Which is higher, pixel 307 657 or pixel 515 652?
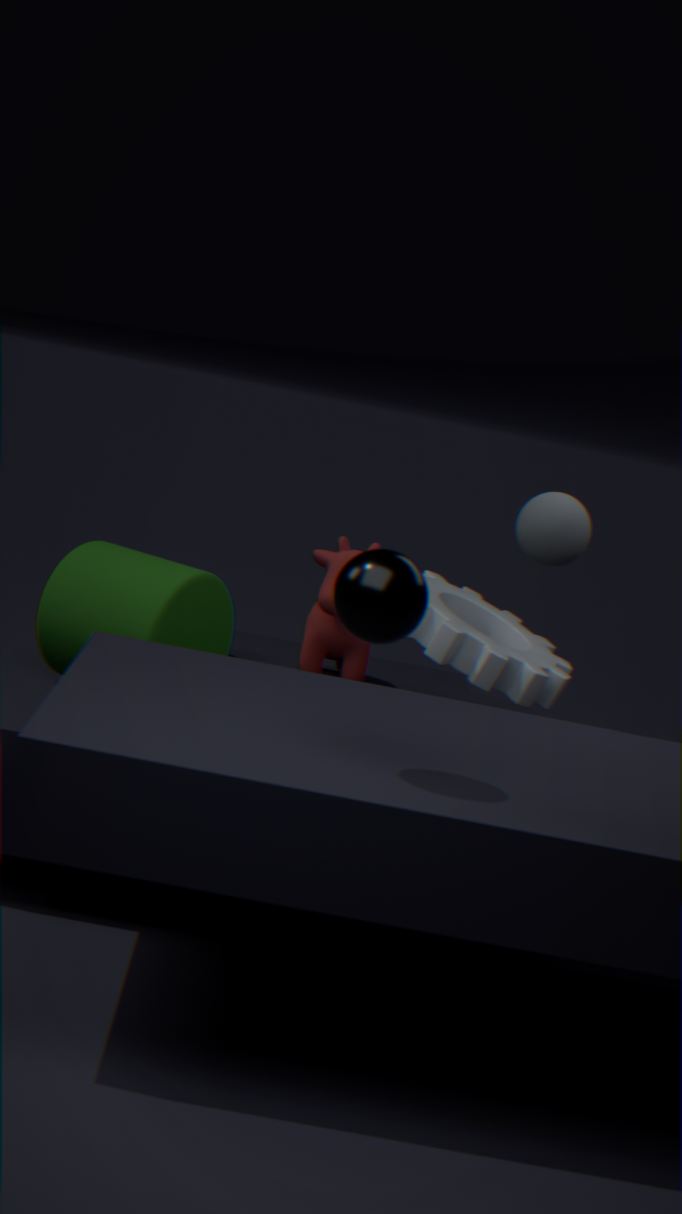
pixel 515 652
